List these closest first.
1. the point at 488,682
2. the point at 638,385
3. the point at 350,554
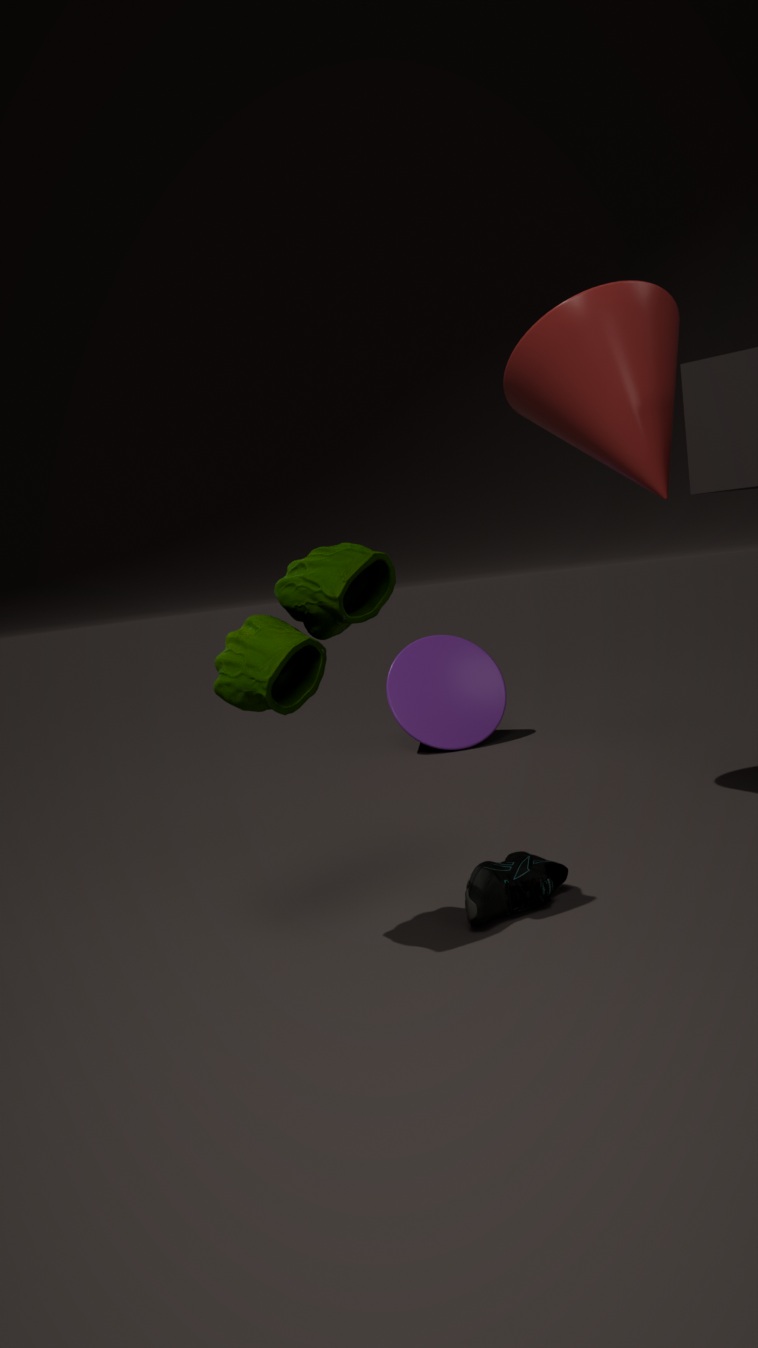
the point at 350,554 → the point at 638,385 → the point at 488,682
